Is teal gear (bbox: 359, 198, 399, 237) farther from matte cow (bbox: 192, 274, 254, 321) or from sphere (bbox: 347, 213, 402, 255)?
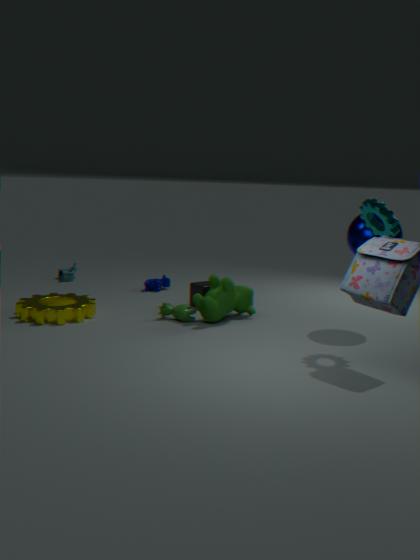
matte cow (bbox: 192, 274, 254, 321)
